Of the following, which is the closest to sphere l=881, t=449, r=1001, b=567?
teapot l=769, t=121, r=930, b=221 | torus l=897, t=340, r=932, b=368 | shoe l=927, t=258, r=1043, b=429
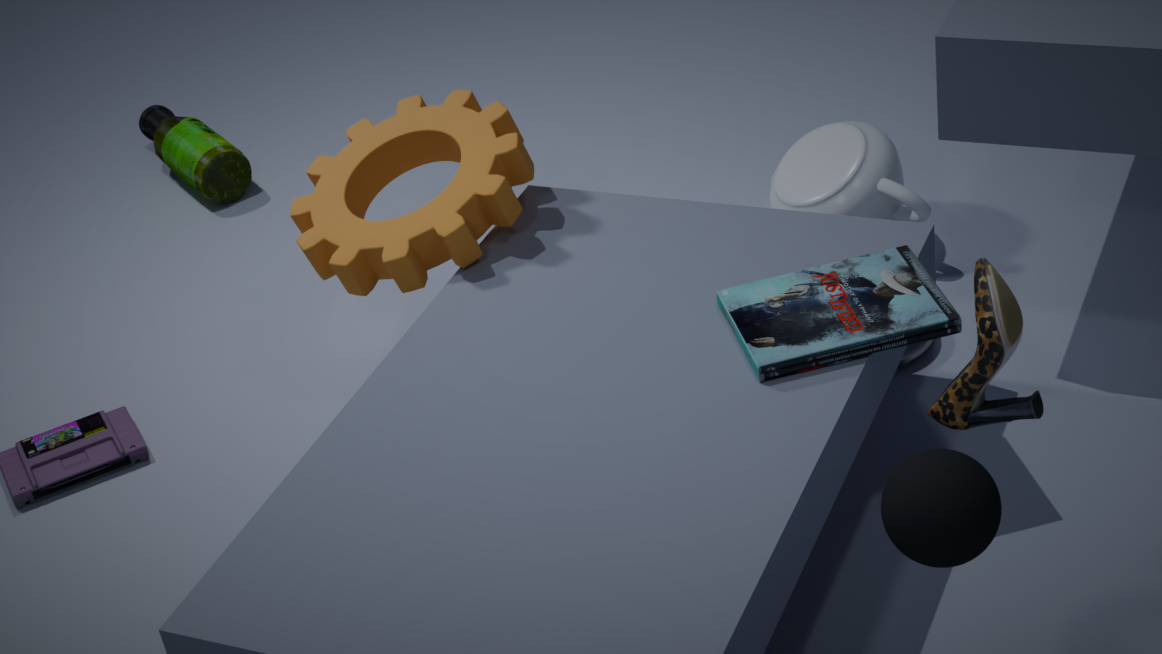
shoe l=927, t=258, r=1043, b=429
